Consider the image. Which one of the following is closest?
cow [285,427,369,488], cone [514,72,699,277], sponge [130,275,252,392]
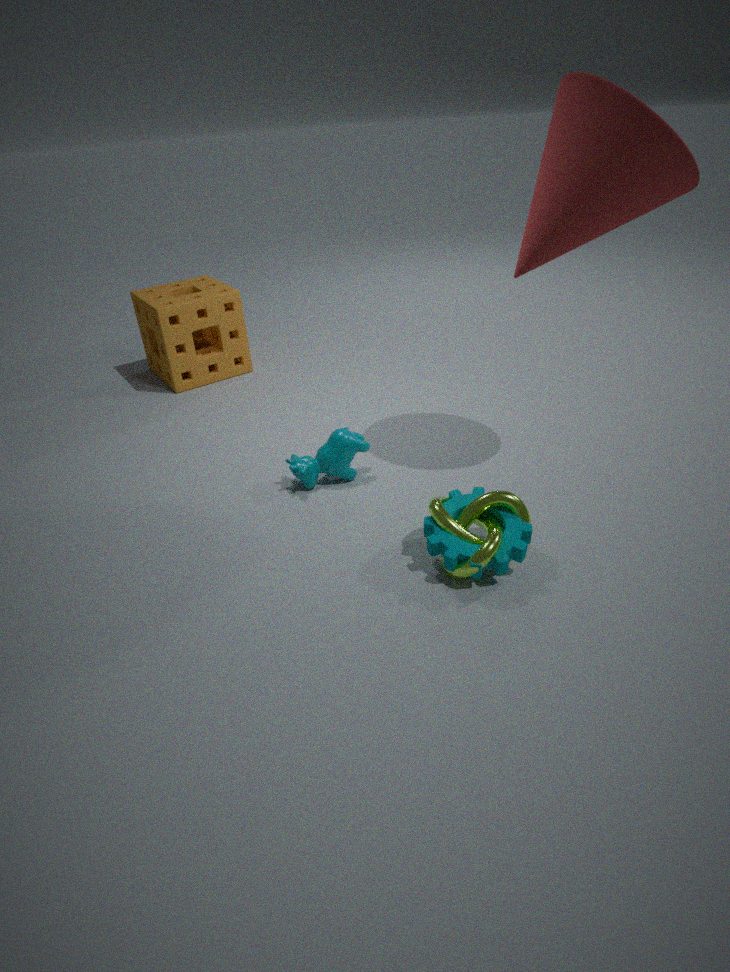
cone [514,72,699,277]
